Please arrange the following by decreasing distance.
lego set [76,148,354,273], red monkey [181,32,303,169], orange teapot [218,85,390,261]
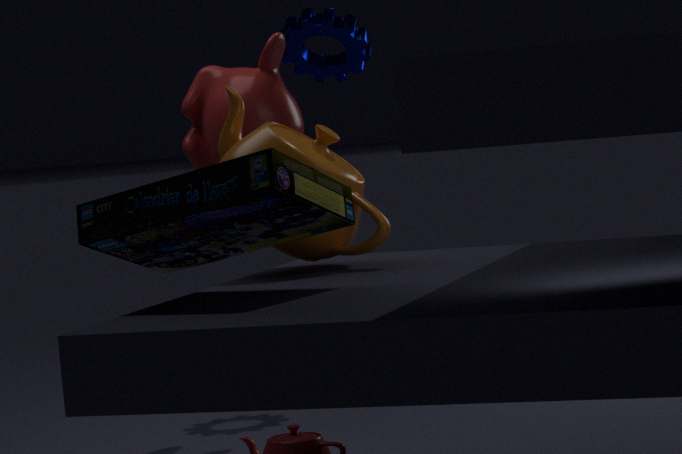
red monkey [181,32,303,169] → orange teapot [218,85,390,261] → lego set [76,148,354,273]
